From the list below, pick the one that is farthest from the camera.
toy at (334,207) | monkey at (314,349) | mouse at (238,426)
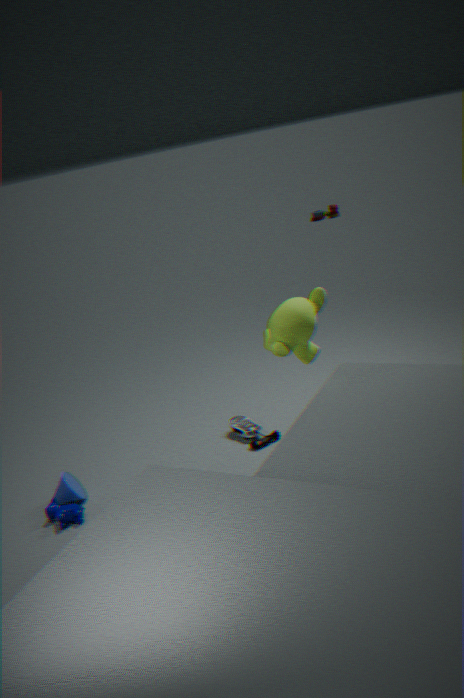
toy at (334,207)
